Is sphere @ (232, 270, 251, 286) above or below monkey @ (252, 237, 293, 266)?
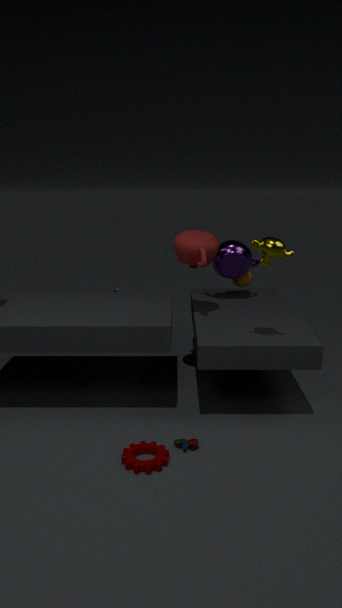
below
